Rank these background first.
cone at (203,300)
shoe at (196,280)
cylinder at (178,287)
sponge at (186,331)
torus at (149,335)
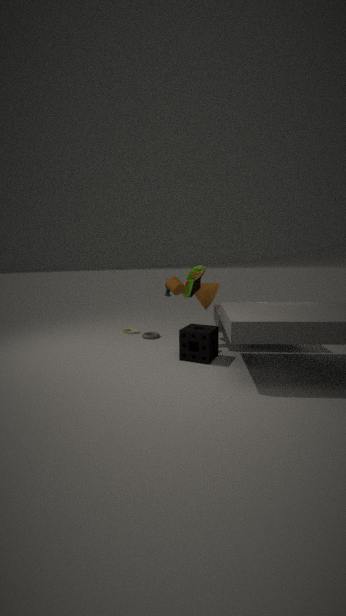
1. torus at (149,335)
2. cone at (203,300)
3. shoe at (196,280)
4. cylinder at (178,287)
5. sponge at (186,331)
